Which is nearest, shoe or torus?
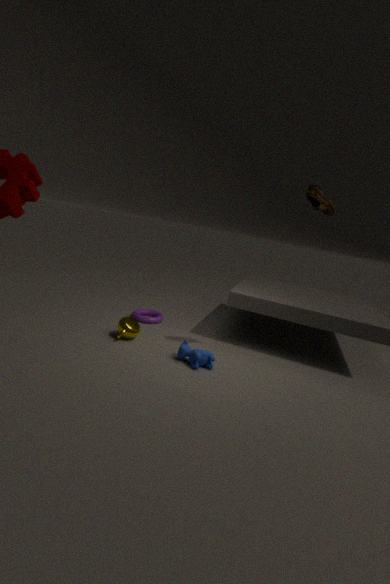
shoe
